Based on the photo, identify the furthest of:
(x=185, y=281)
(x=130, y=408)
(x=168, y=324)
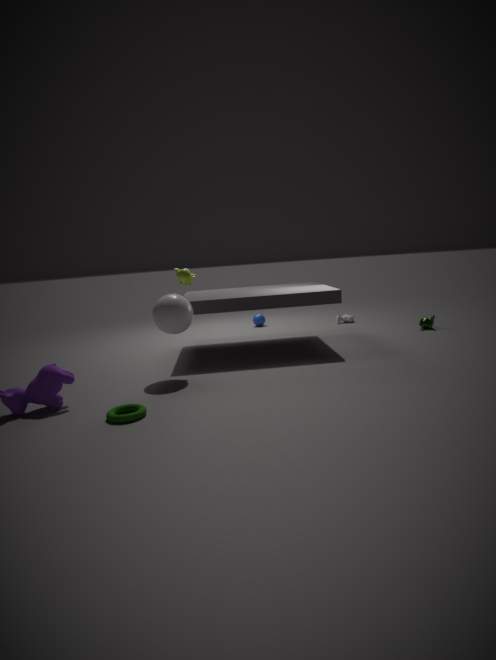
(x=185, y=281)
